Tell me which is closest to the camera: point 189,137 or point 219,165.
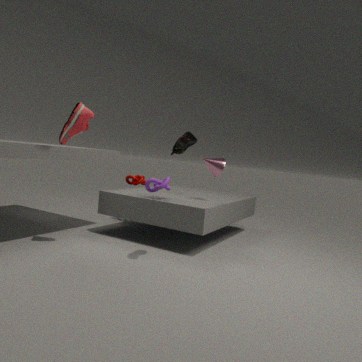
point 189,137
